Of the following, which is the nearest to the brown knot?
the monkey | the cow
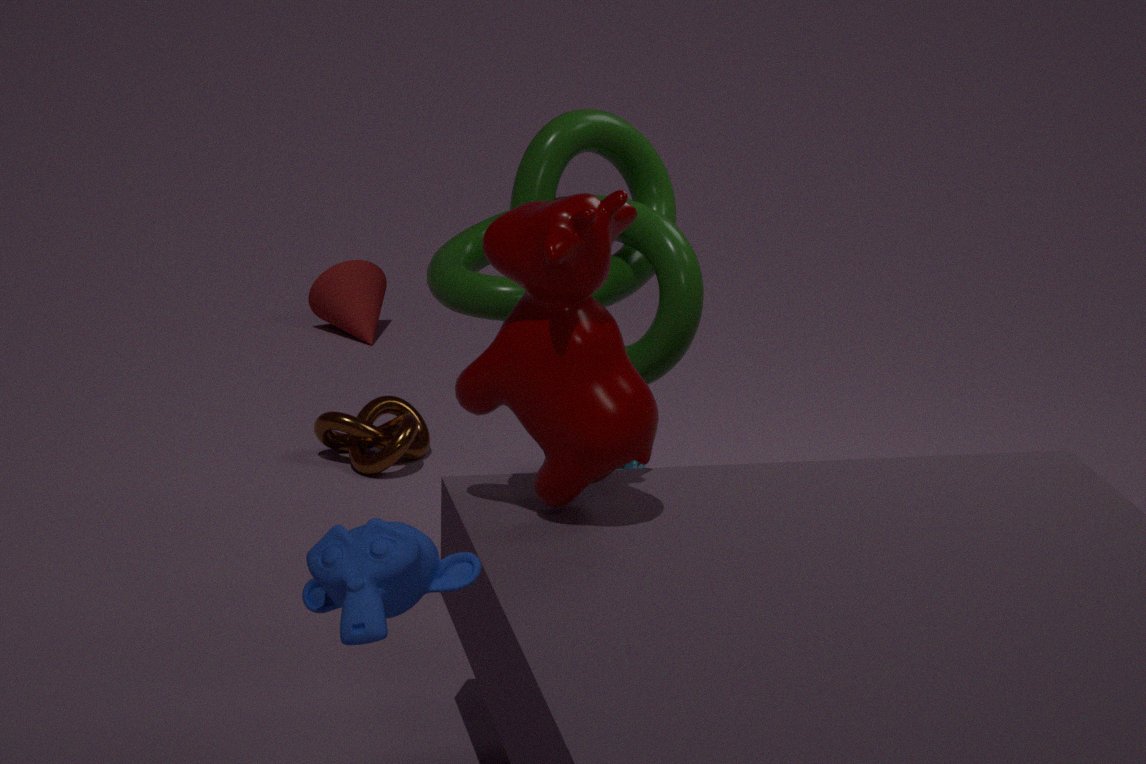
the cow
